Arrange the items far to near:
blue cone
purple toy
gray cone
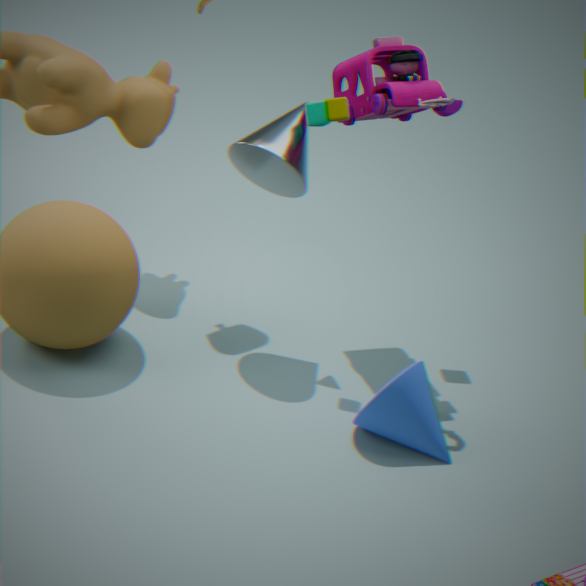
gray cone → purple toy → blue cone
